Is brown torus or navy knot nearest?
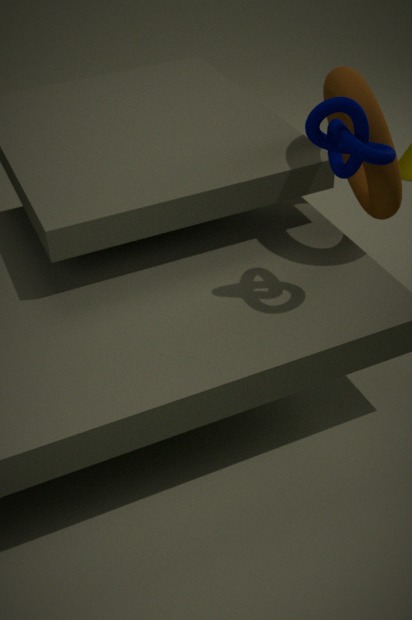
navy knot
